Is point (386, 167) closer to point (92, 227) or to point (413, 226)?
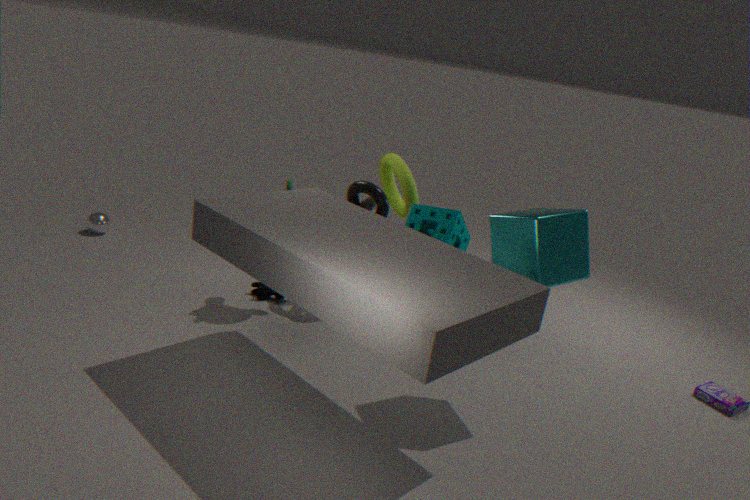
point (413, 226)
